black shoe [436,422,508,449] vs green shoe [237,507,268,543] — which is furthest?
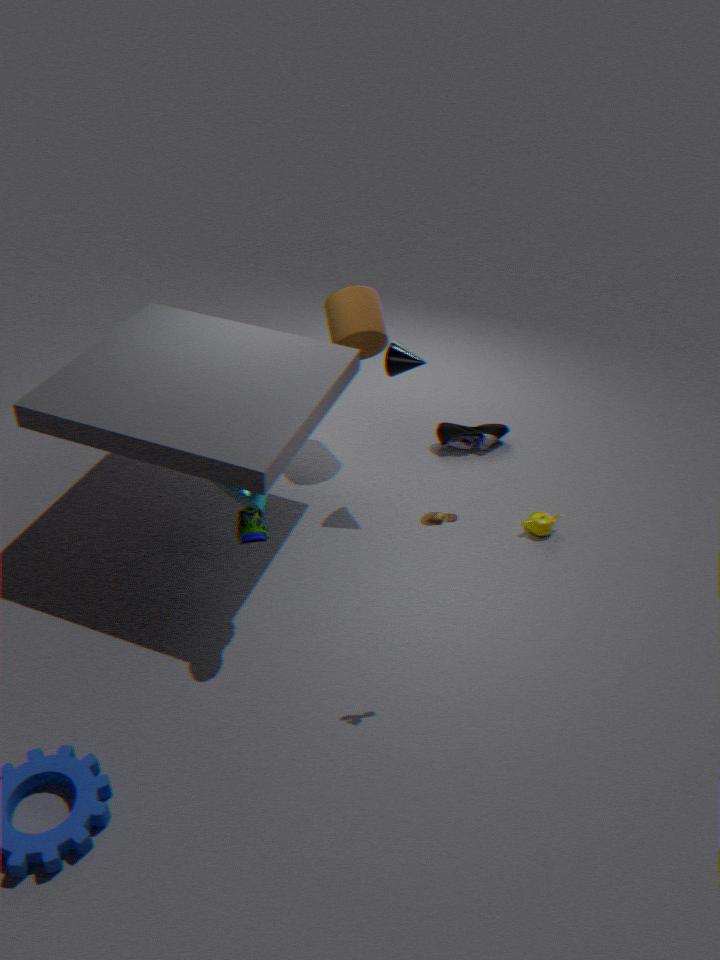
black shoe [436,422,508,449]
